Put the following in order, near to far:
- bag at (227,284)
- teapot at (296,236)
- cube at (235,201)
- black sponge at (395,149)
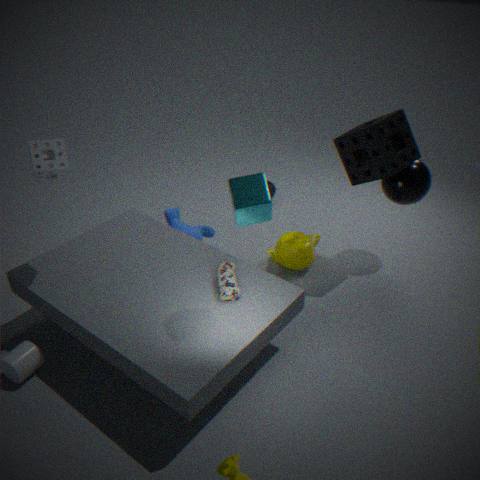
cube at (235,201) → bag at (227,284) → black sponge at (395,149) → teapot at (296,236)
